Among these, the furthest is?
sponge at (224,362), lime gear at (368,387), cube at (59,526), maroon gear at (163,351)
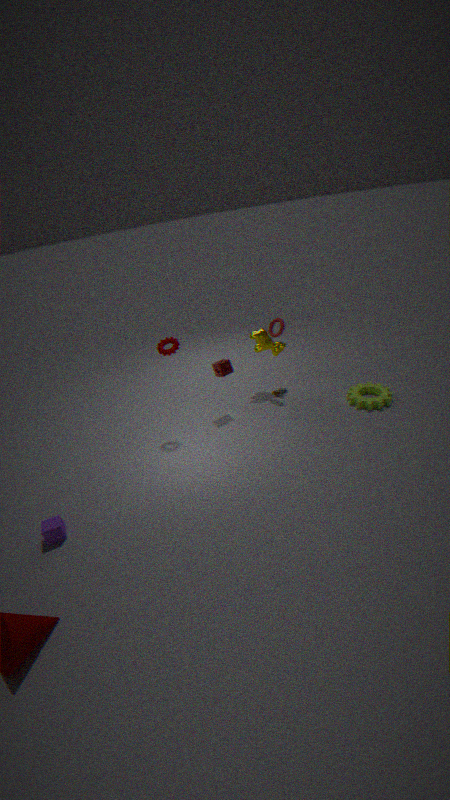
sponge at (224,362)
